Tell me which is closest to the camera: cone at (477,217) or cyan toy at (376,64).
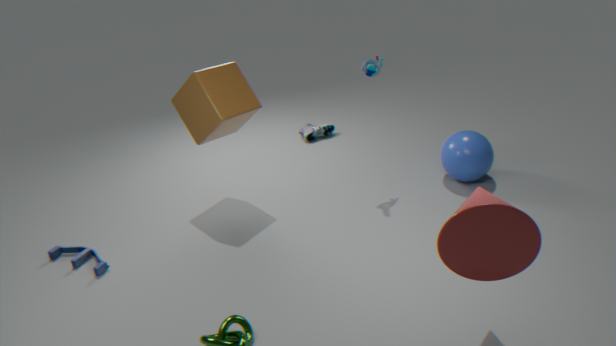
cone at (477,217)
